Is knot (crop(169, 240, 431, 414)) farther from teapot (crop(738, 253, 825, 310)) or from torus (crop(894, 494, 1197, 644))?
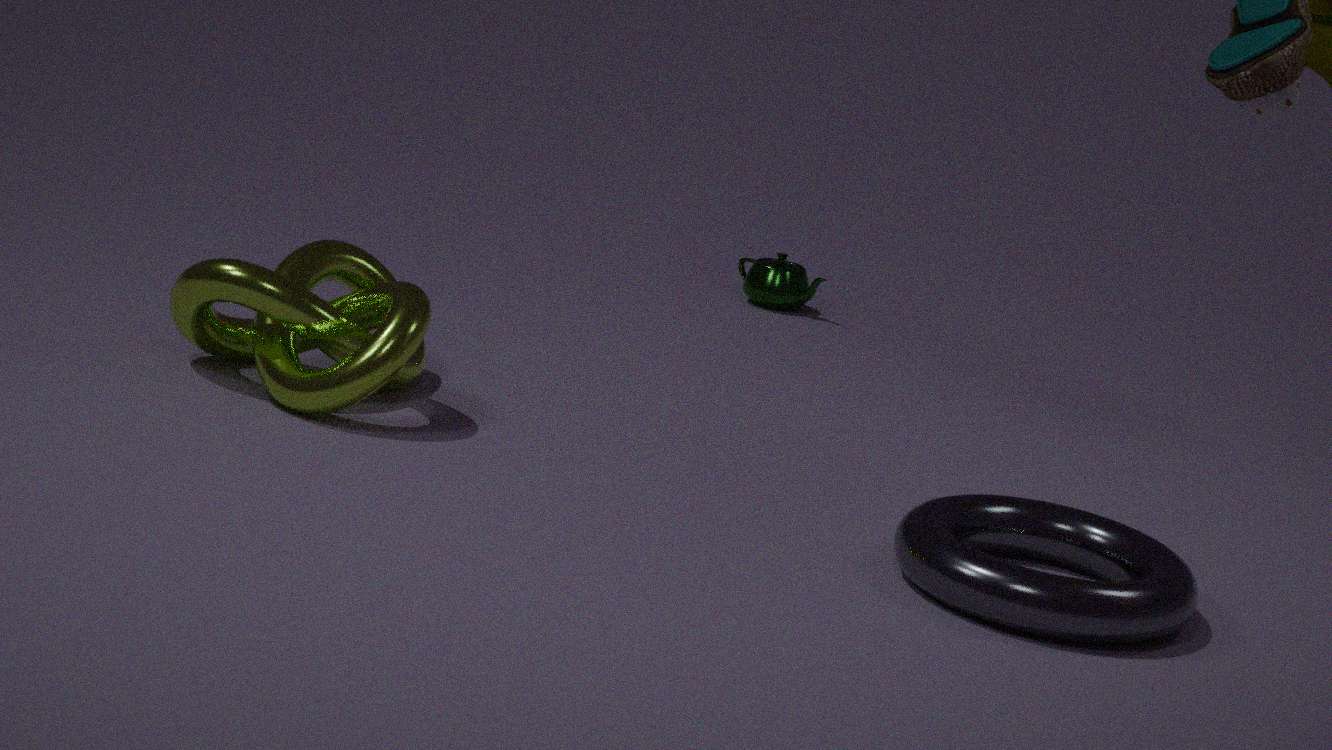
teapot (crop(738, 253, 825, 310))
